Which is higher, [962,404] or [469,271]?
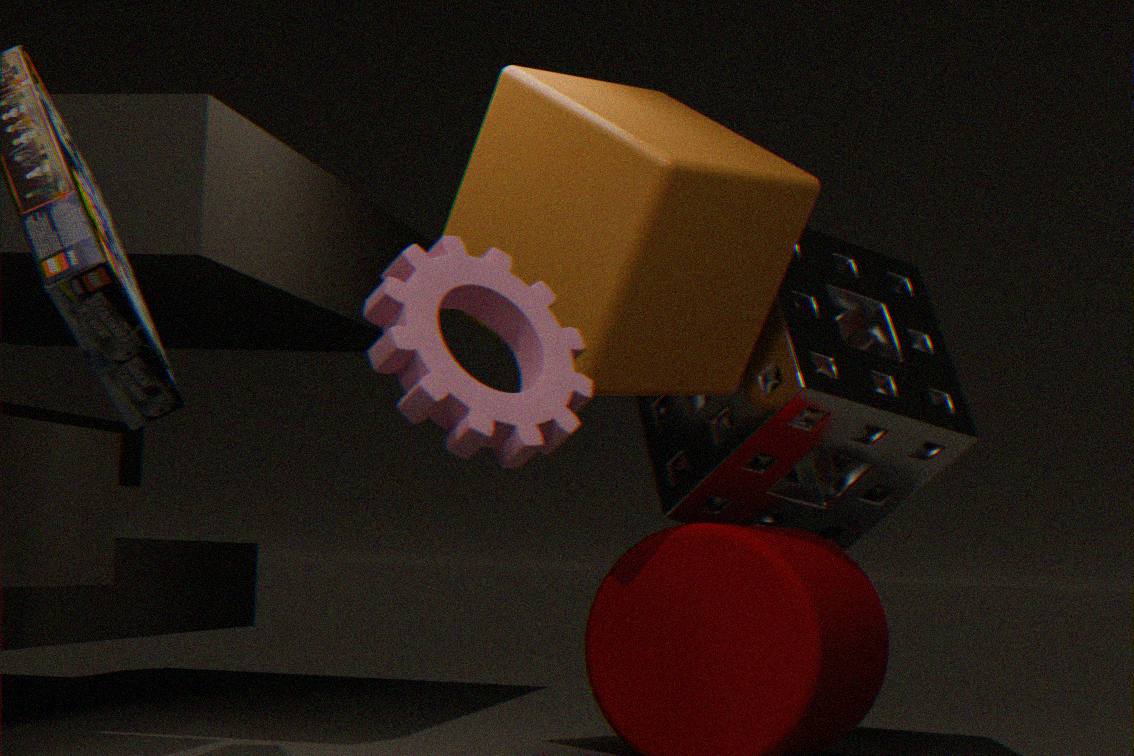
[962,404]
